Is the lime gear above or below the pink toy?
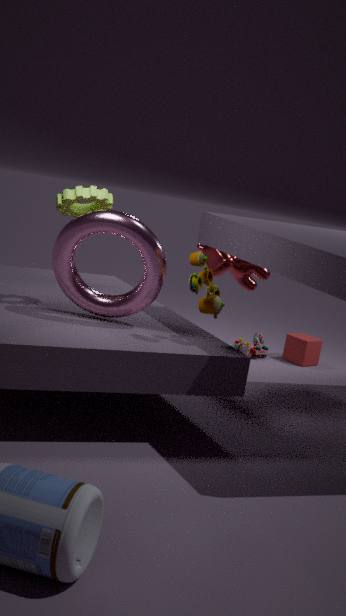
above
